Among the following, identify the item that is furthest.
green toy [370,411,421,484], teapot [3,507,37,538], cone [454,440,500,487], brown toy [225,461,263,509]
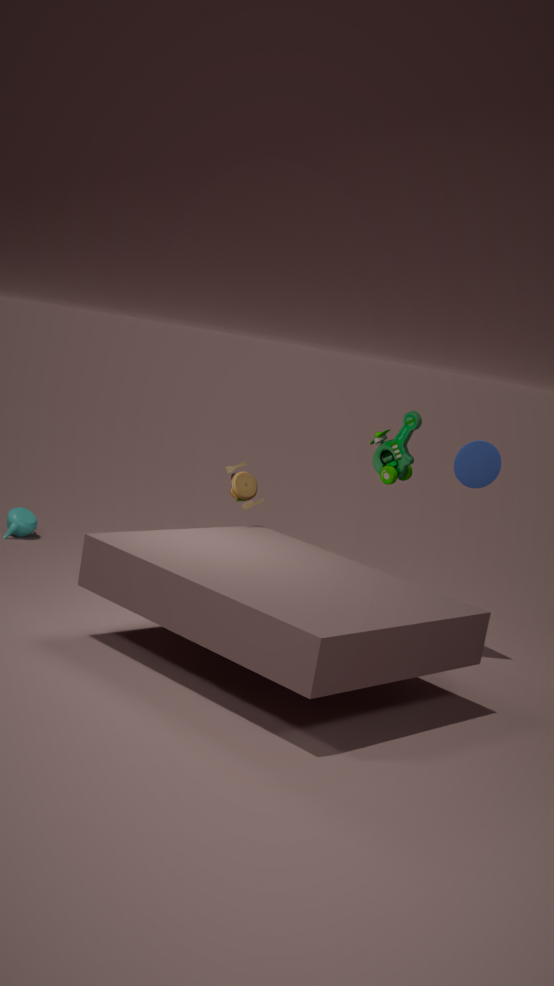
teapot [3,507,37,538]
